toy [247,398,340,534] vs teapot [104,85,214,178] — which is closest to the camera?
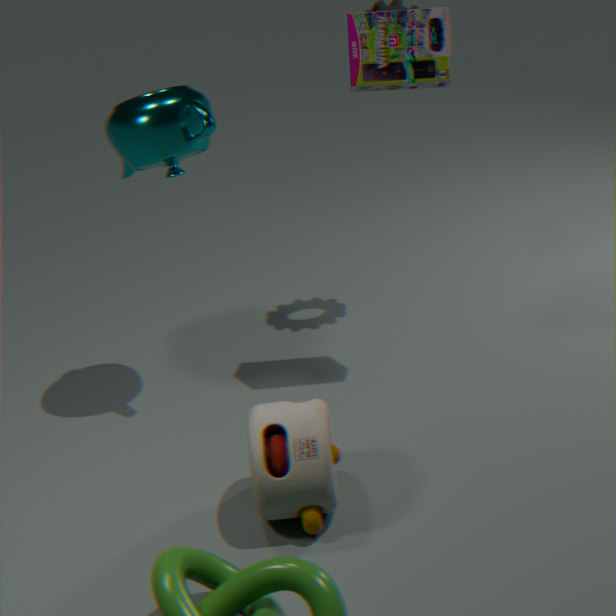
toy [247,398,340,534]
